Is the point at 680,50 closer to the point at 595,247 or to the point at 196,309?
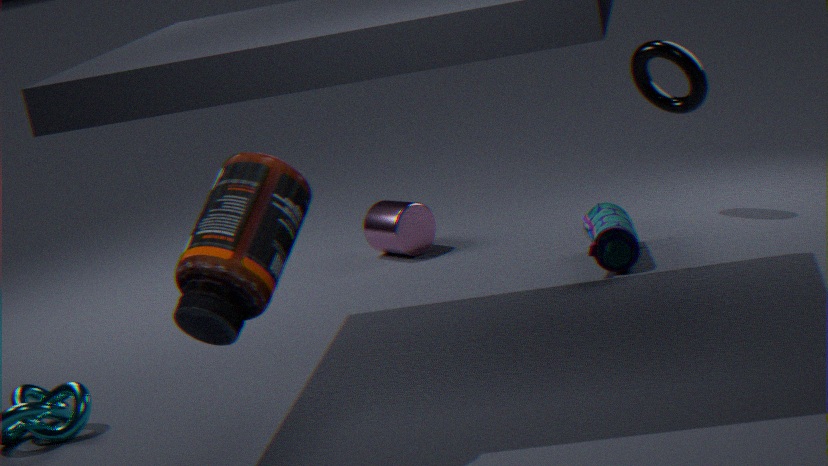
the point at 595,247
